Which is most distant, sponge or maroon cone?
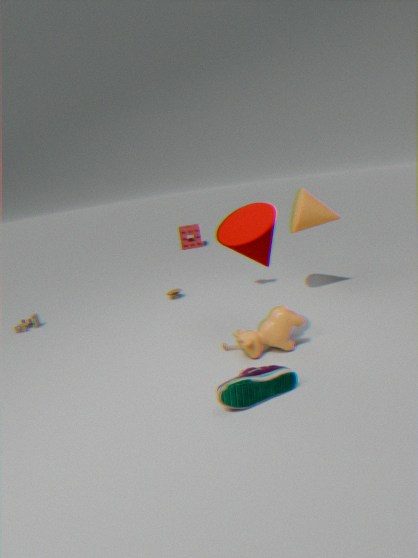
sponge
